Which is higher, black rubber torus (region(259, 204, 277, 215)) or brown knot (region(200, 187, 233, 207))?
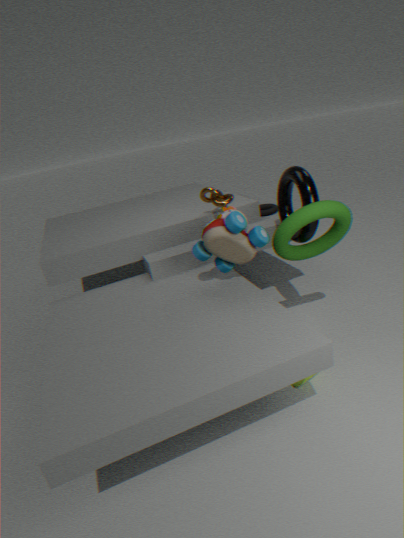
brown knot (region(200, 187, 233, 207))
